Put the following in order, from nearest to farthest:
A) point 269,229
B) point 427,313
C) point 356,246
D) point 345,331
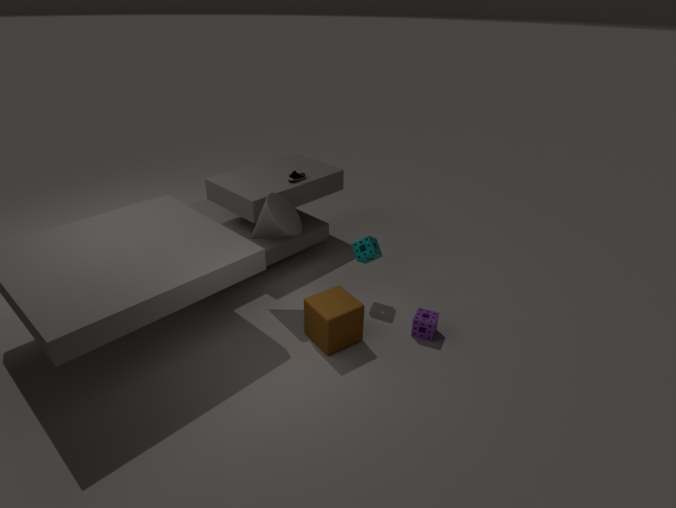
point 345,331 → point 427,313 → point 269,229 → point 356,246
